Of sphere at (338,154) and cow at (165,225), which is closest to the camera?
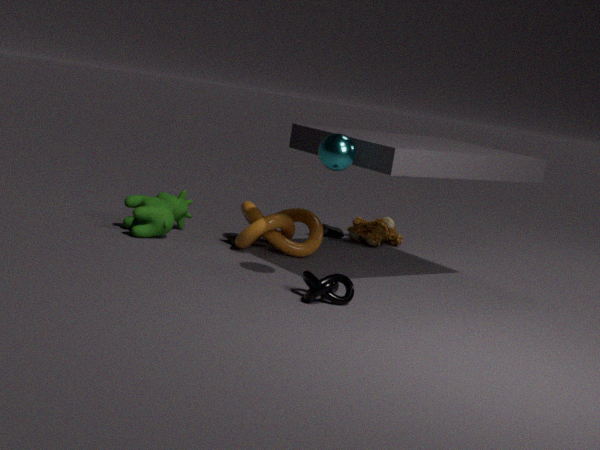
sphere at (338,154)
